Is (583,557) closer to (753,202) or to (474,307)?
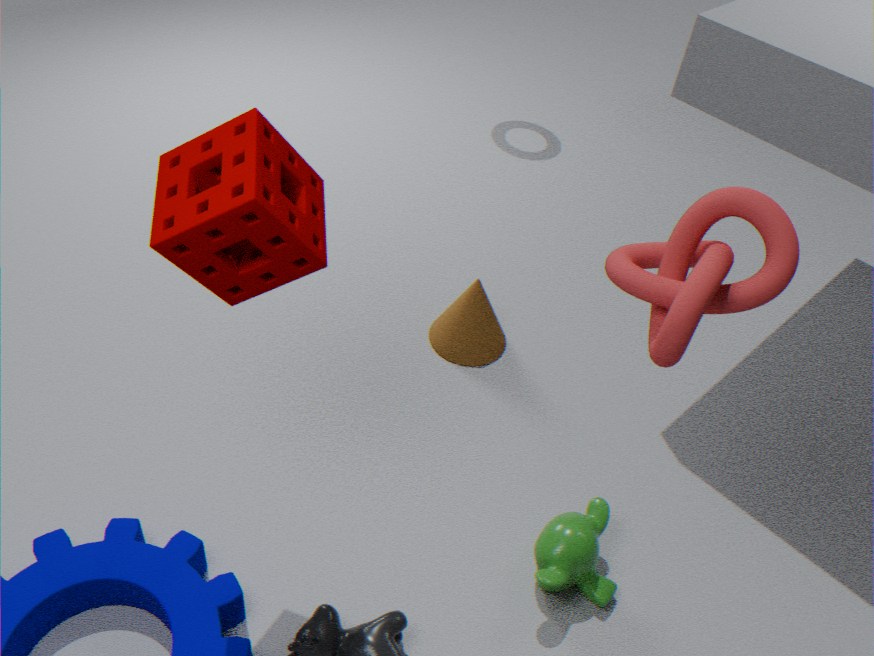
(474,307)
